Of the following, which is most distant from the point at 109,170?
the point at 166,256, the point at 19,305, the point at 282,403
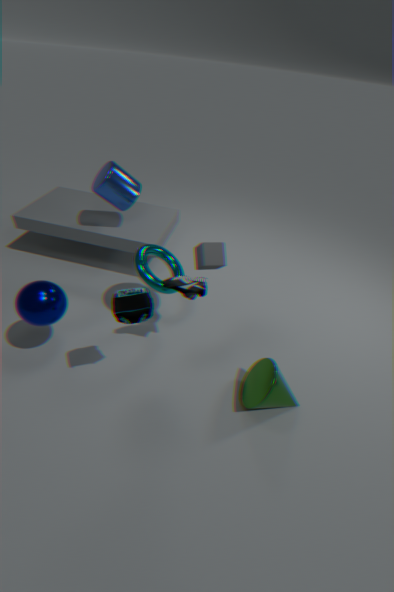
the point at 282,403
